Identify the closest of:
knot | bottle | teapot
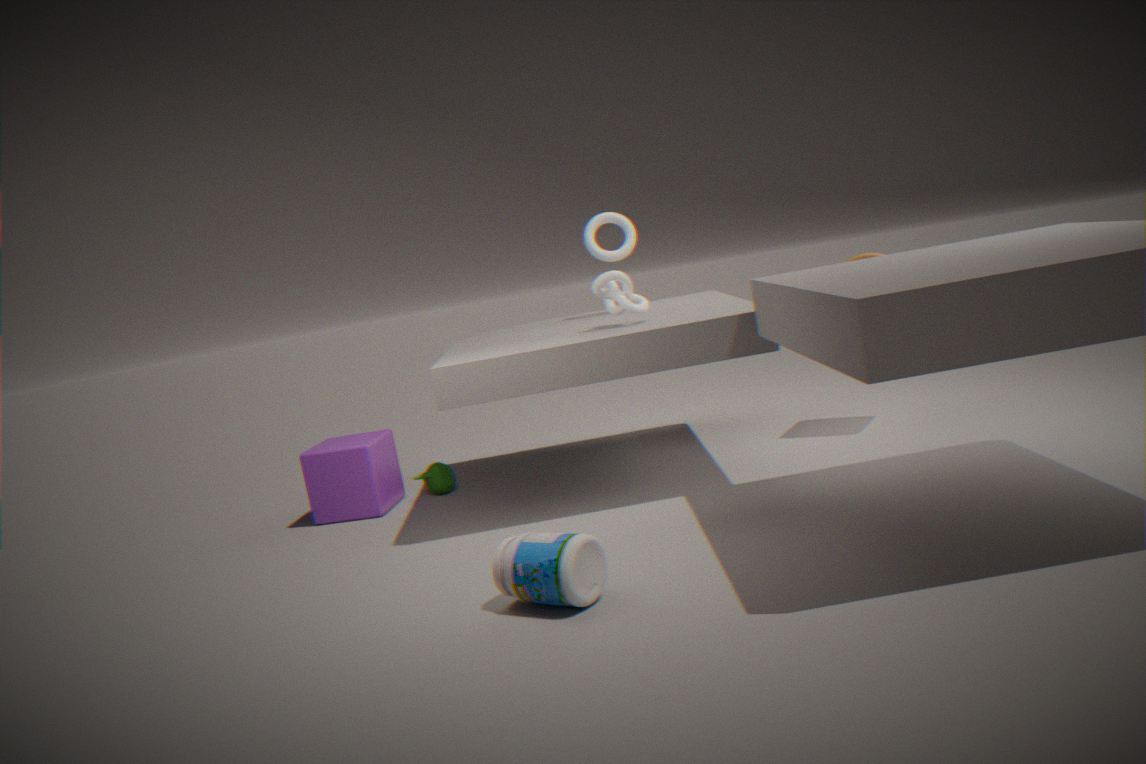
bottle
